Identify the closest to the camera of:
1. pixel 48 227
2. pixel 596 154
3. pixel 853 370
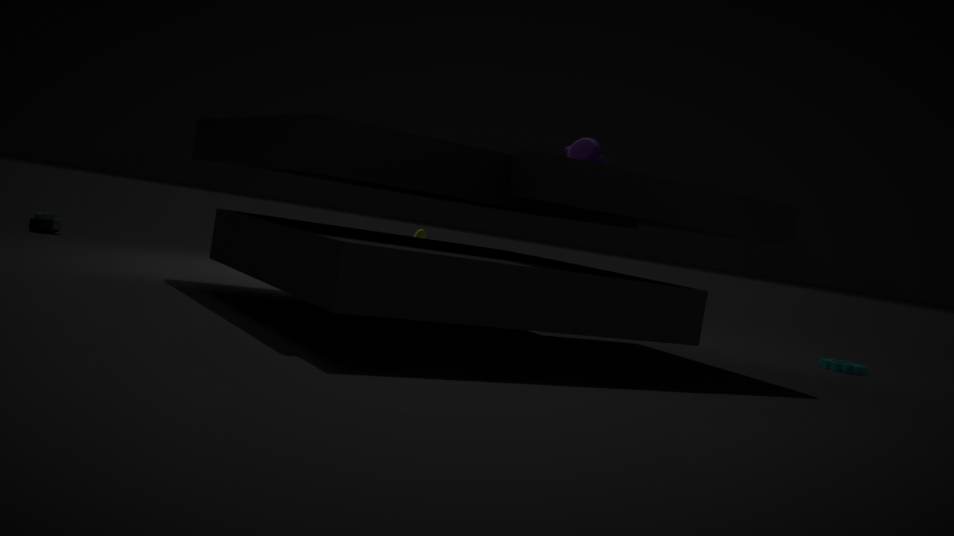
pixel 596 154
